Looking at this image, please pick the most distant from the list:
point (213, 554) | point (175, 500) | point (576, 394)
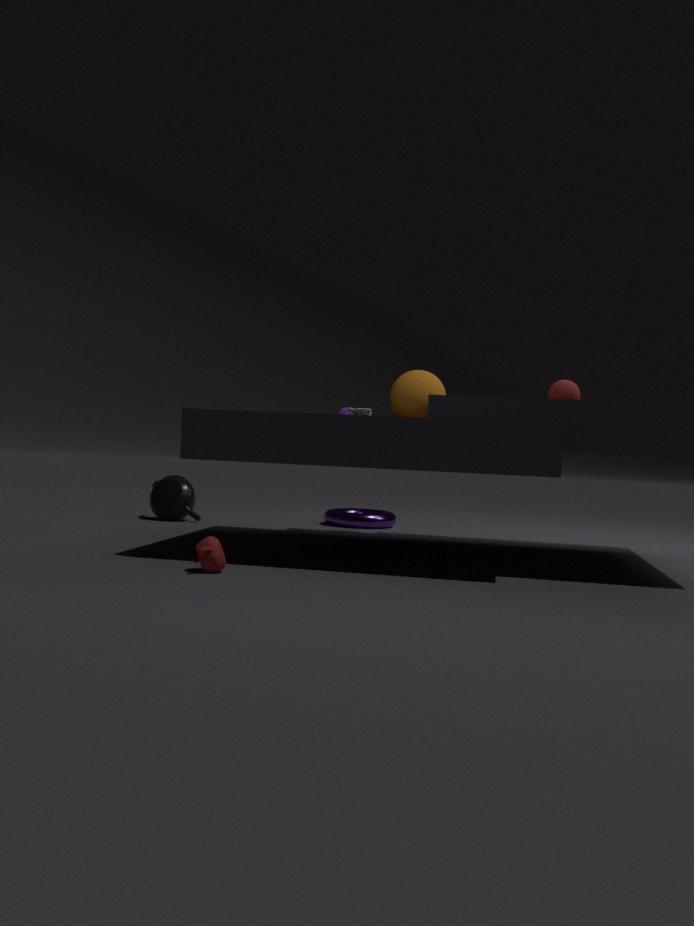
point (175, 500)
